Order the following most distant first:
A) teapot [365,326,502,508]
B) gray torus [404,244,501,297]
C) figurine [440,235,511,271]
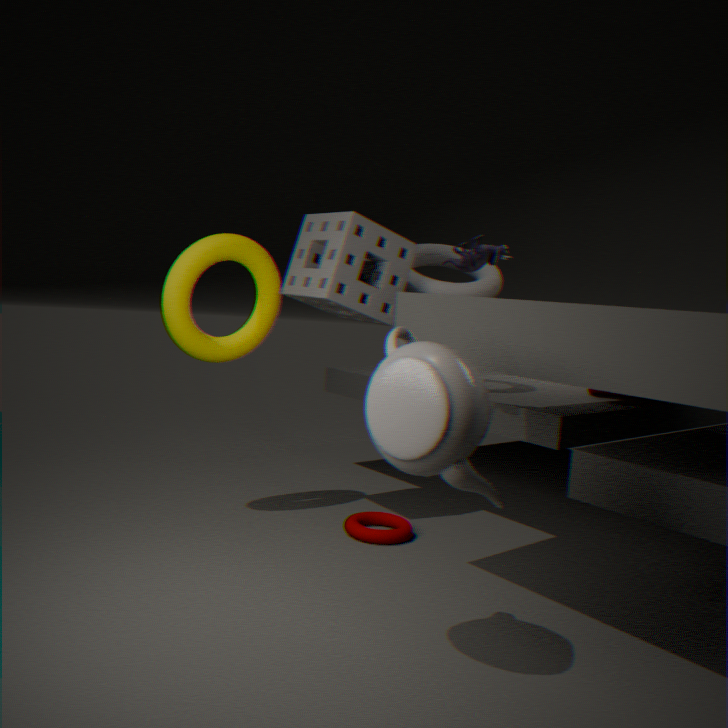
gray torus [404,244,501,297] → figurine [440,235,511,271] → teapot [365,326,502,508]
